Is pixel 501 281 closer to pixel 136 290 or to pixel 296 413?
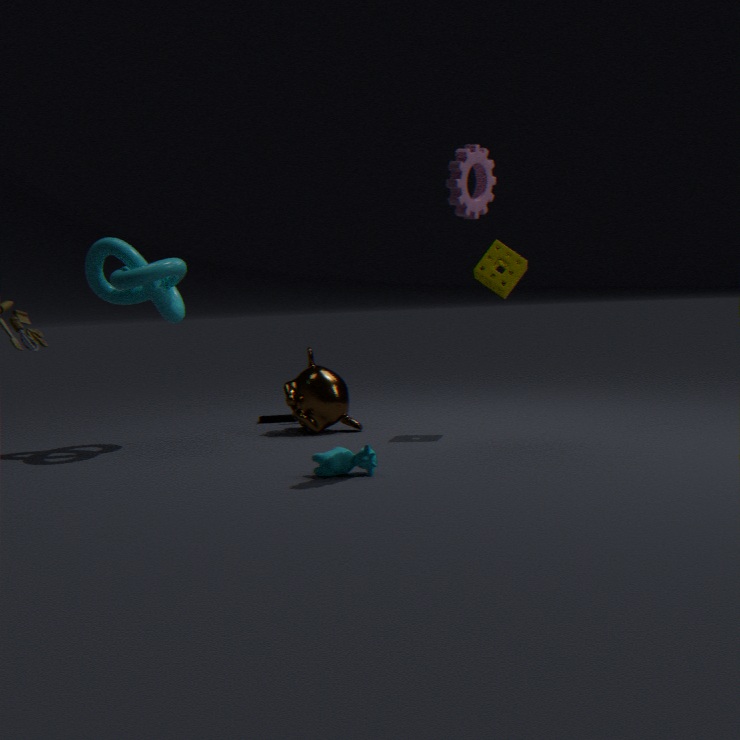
pixel 296 413
